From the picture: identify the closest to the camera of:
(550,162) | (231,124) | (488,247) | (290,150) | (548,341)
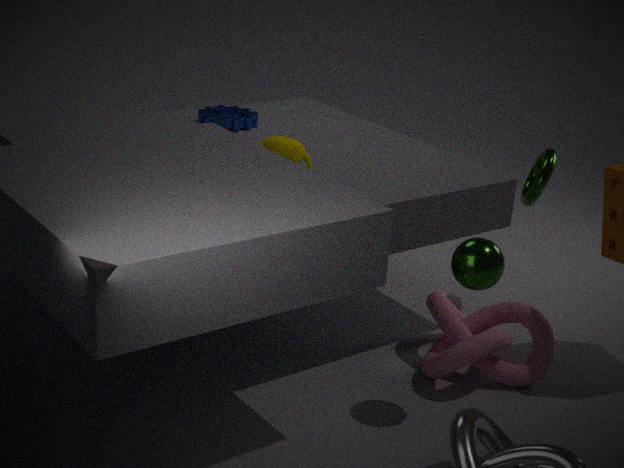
(488,247)
